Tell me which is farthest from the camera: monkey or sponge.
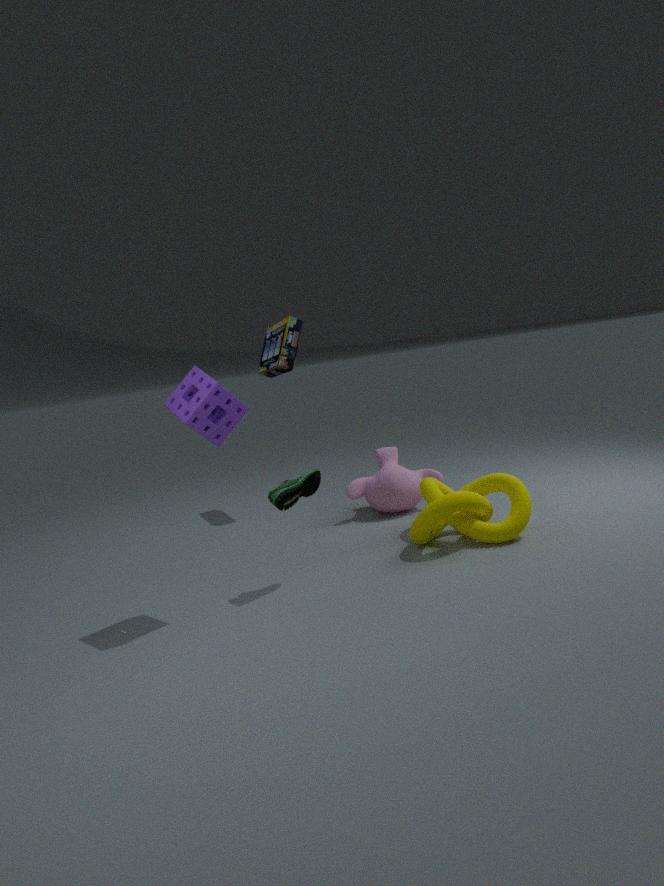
monkey
